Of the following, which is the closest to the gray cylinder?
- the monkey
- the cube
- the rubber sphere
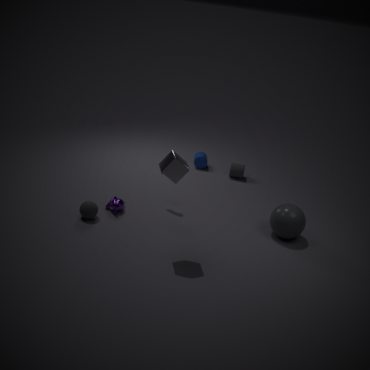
the monkey
